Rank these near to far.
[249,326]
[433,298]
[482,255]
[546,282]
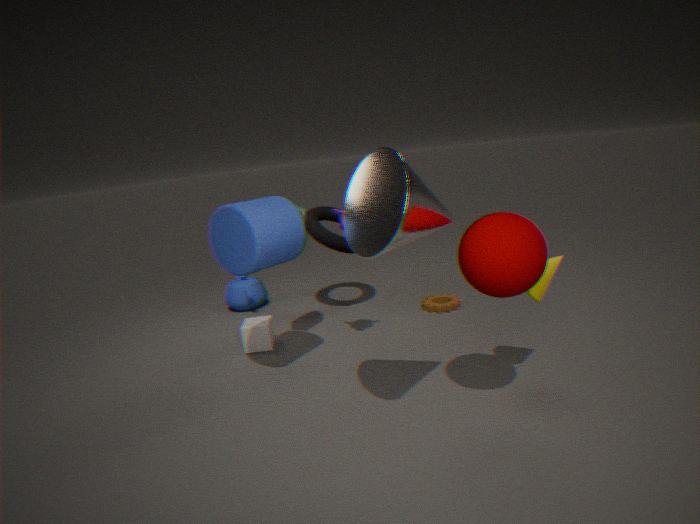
[482,255]
[546,282]
[249,326]
[433,298]
